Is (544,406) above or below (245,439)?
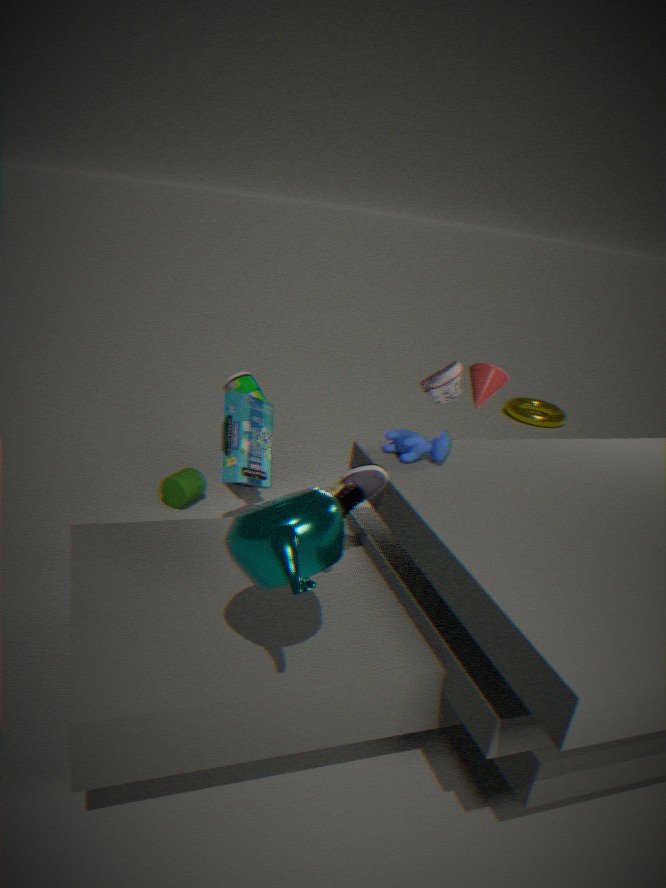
below
